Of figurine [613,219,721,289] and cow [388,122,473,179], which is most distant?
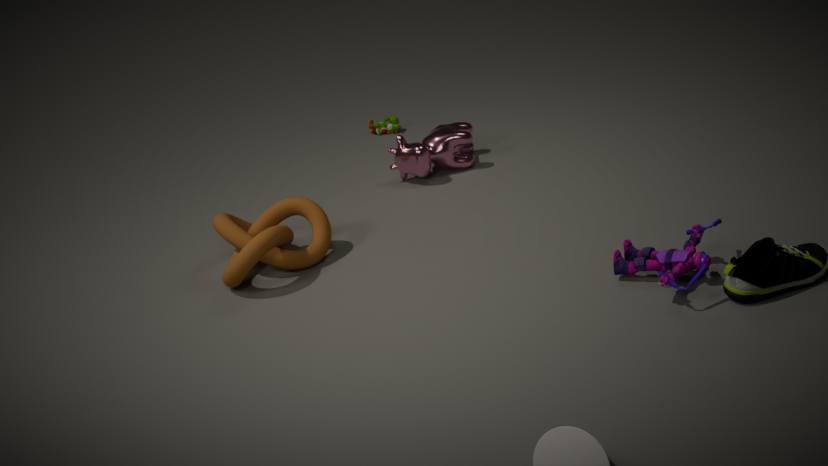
cow [388,122,473,179]
